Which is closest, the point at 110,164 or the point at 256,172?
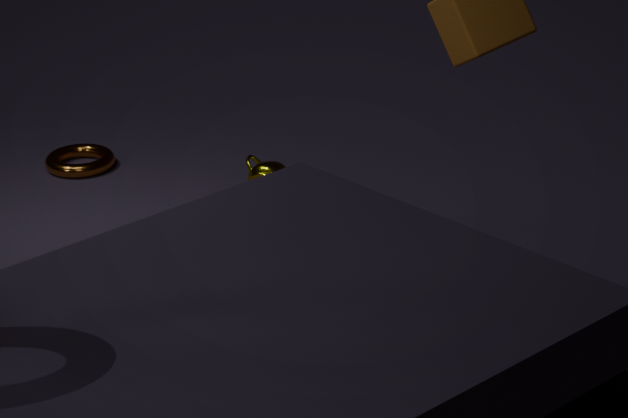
the point at 256,172
